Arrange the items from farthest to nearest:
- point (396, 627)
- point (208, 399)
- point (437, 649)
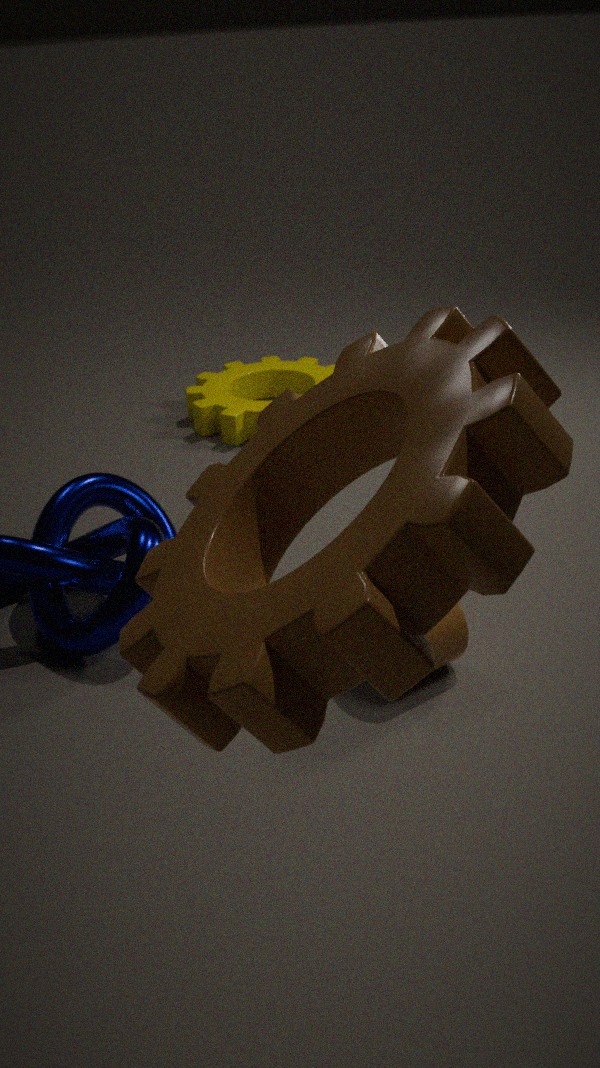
point (208, 399) → point (437, 649) → point (396, 627)
